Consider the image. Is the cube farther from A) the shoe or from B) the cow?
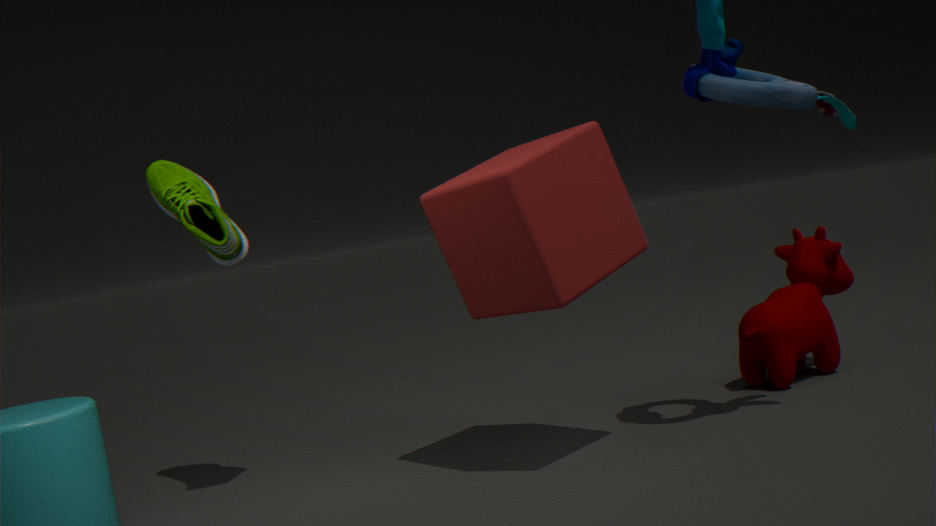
B) the cow
